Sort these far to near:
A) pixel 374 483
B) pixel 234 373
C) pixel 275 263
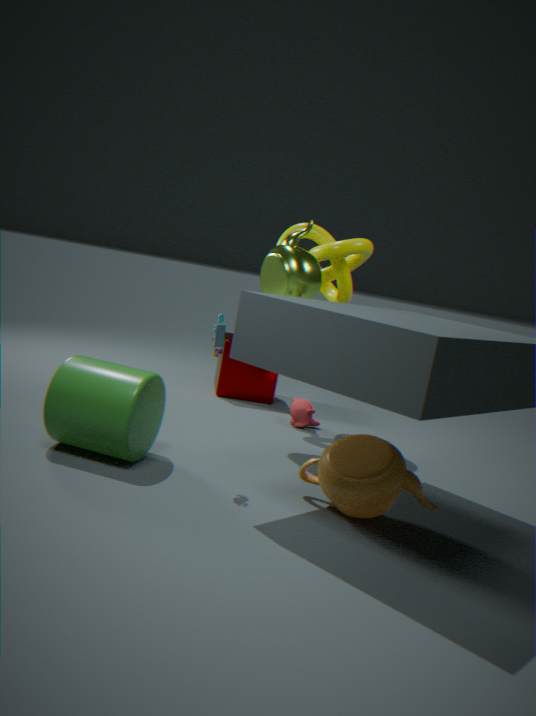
pixel 234 373, pixel 275 263, pixel 374 483
